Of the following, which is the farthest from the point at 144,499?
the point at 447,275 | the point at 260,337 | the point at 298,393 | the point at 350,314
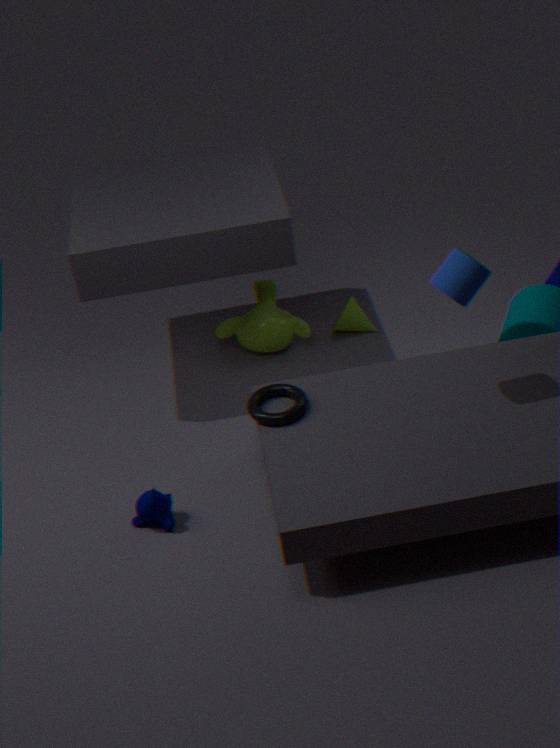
the point at 350,314
